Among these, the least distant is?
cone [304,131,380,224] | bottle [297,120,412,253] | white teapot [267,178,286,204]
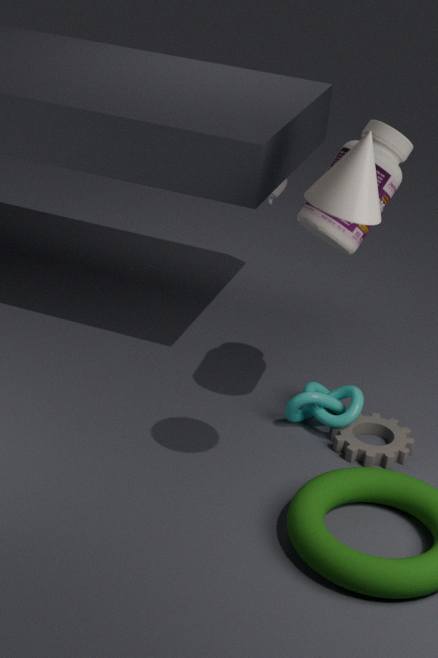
cone [304,131,380,224]
